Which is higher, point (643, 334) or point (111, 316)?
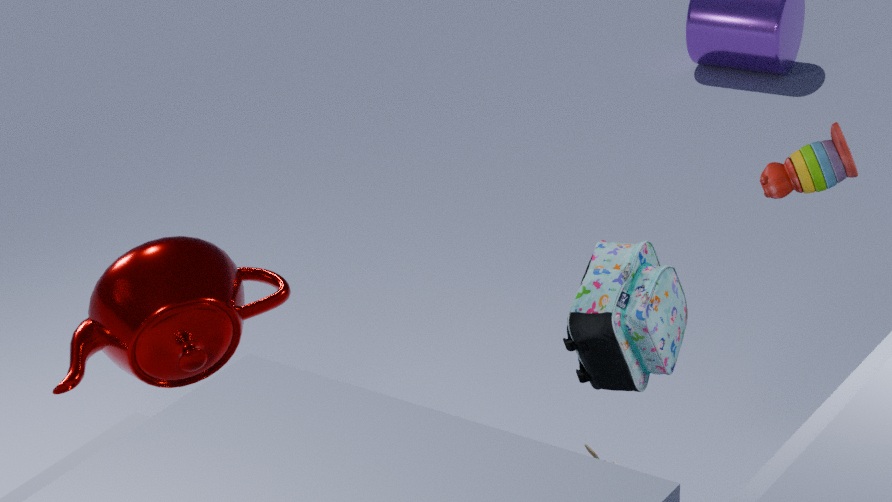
point (111, 316)
